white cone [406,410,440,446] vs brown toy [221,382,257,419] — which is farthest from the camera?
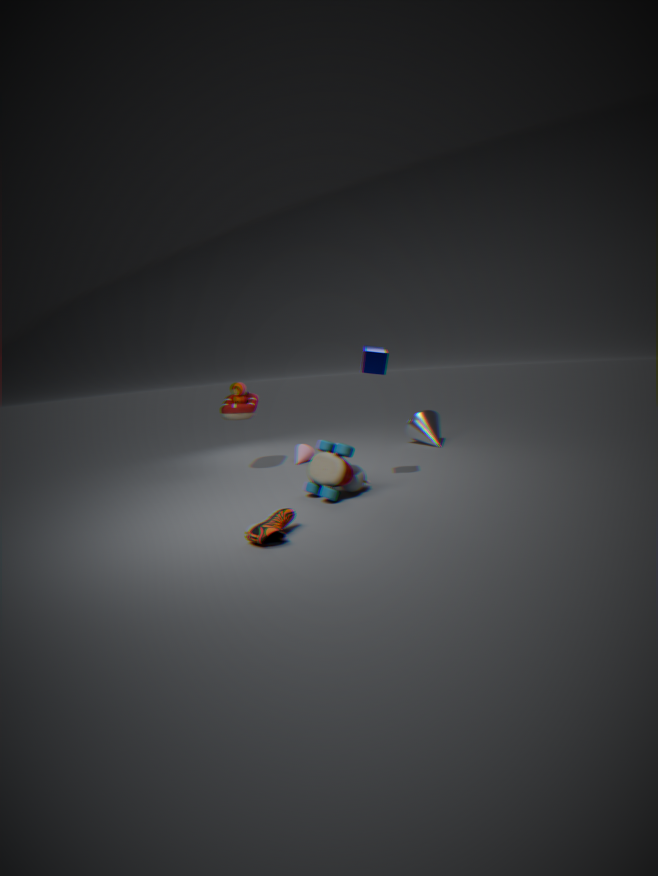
white cone [406,410,440,446]
